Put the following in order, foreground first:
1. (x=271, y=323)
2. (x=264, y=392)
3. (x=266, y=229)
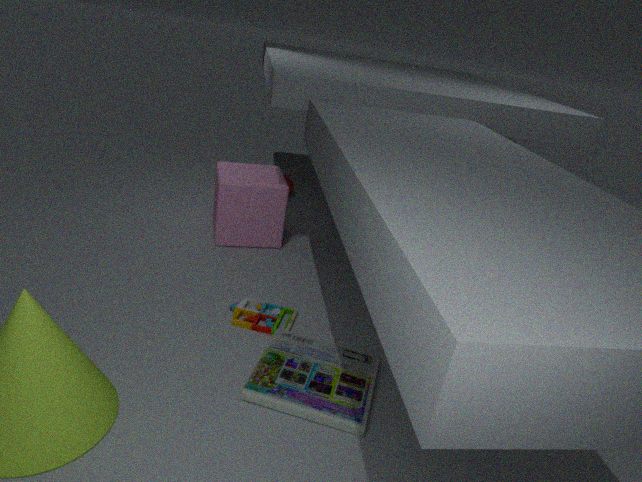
(x=264, y=392) → (x=271, y=323) → (x=266, y=229)
